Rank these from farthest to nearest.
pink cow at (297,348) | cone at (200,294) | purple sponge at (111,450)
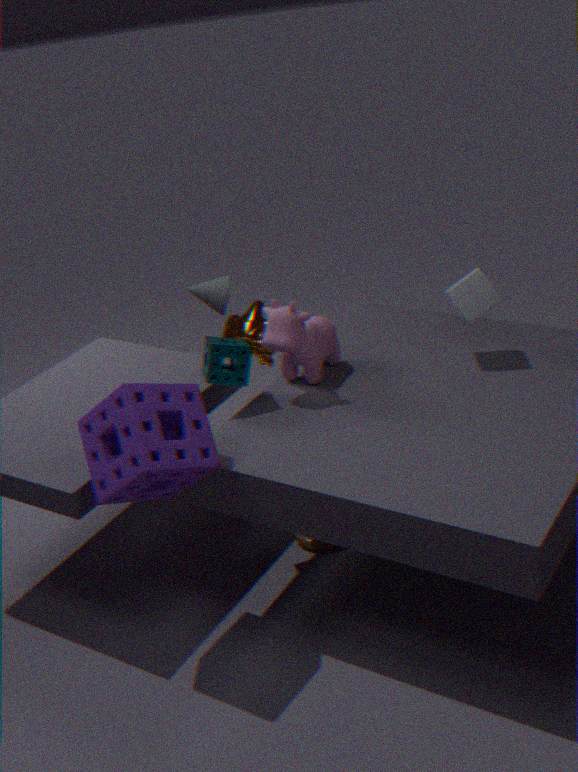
cone at (200,294) < pink cow at (297,348) < purple sponge at (111,450)
